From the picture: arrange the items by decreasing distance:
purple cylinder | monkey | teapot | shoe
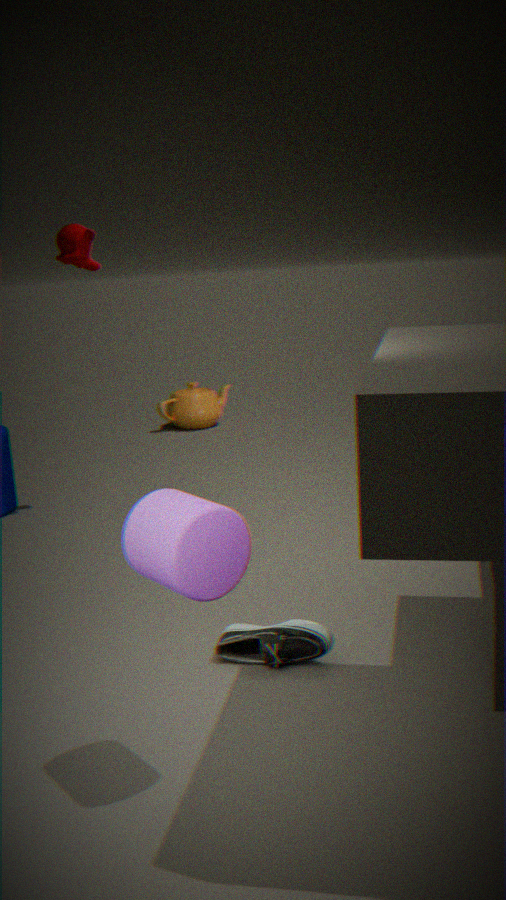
teapot, monkey, shoe, purple cylinder
